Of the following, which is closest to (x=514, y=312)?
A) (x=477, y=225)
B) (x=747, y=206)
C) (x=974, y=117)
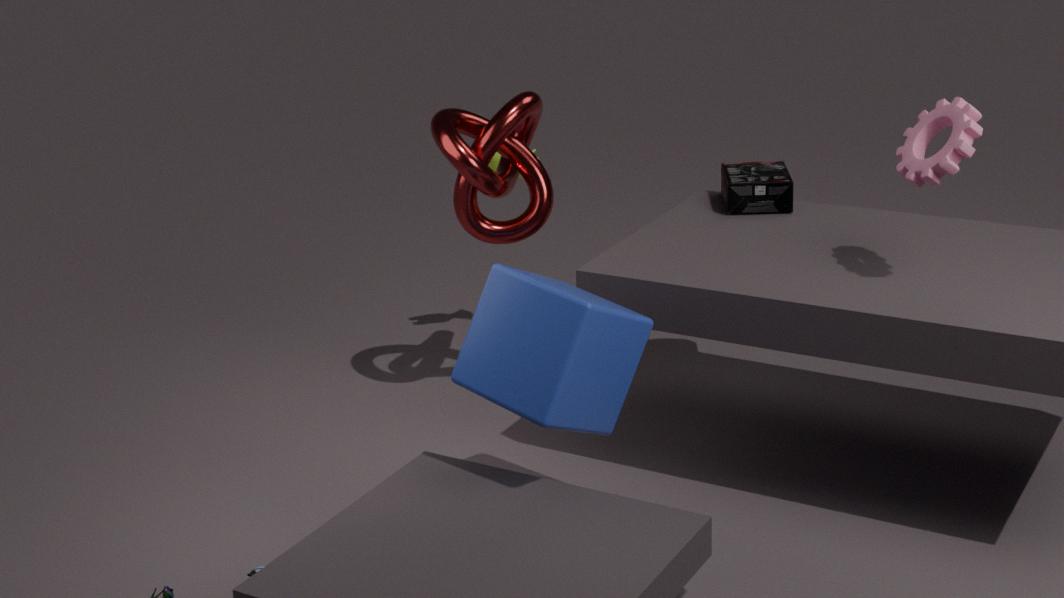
(x=477, y=225)
